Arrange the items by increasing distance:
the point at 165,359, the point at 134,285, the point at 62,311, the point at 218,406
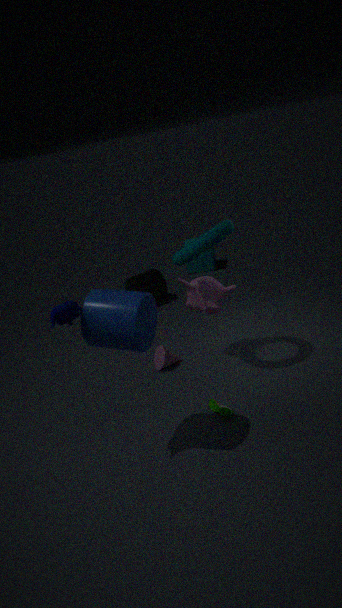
the point at 62,311
the point at 218,406
the point at 165,359
the point at 134,285
